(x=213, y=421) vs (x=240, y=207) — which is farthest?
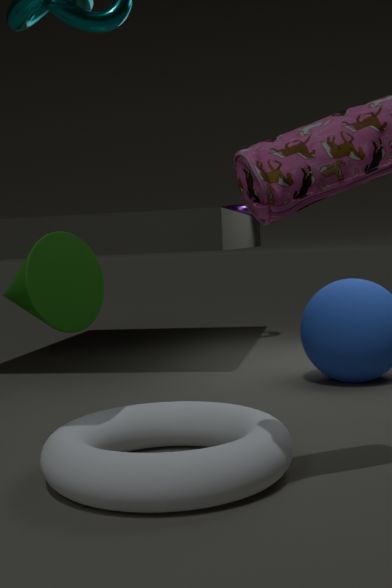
(x=240, y=207)
